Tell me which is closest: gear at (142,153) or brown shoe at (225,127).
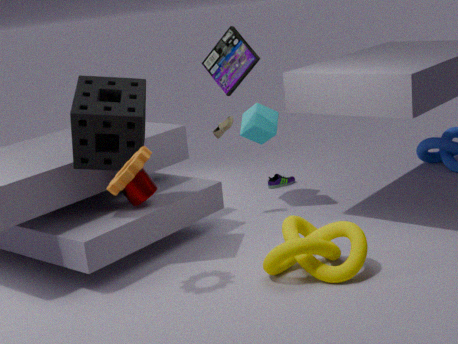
gear at (142,153)
